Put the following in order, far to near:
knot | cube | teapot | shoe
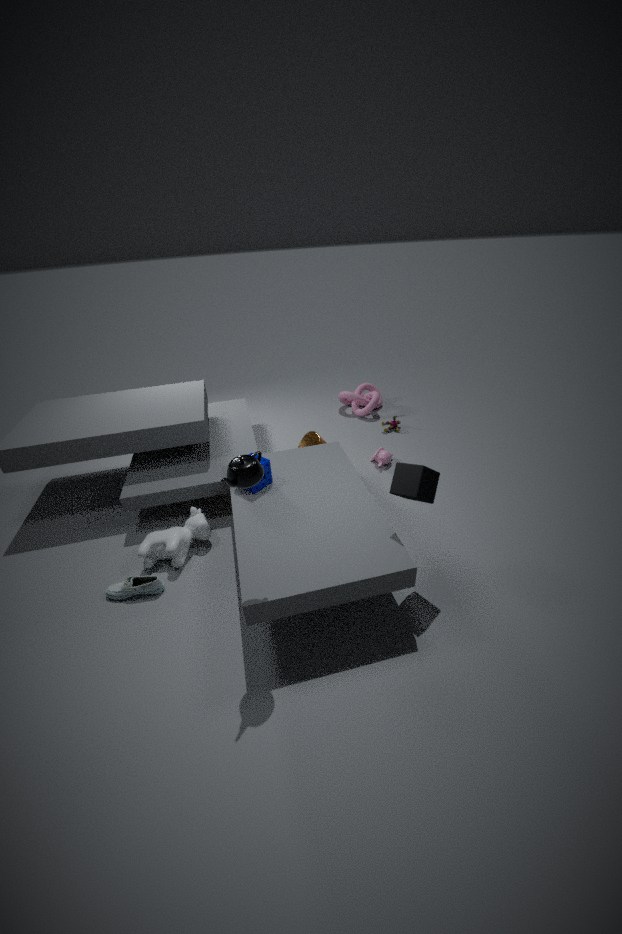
knot → shoe → cube → teapot
